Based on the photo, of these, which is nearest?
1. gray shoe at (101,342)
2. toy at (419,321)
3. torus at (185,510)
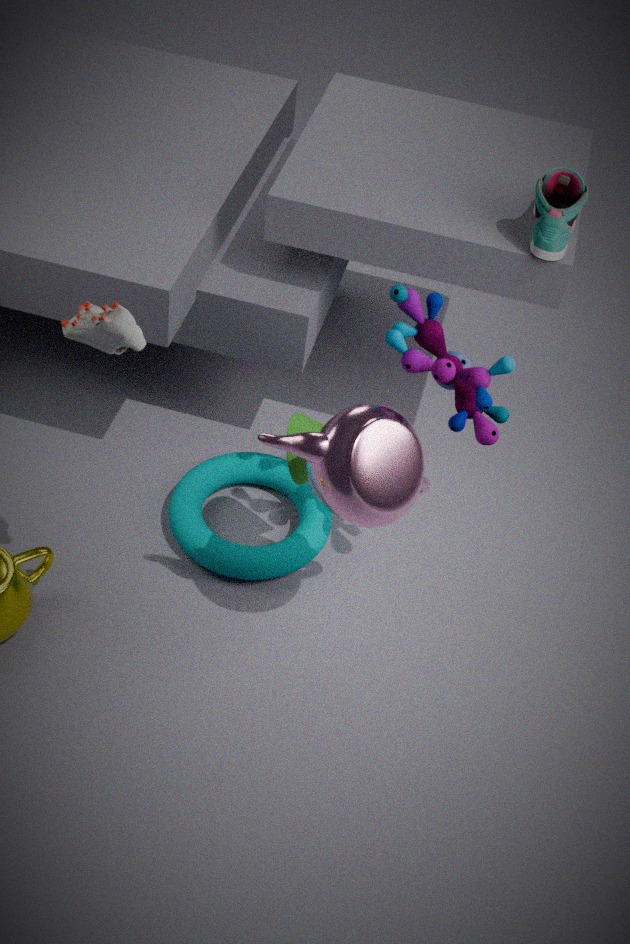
gray shoe at (101,342)
